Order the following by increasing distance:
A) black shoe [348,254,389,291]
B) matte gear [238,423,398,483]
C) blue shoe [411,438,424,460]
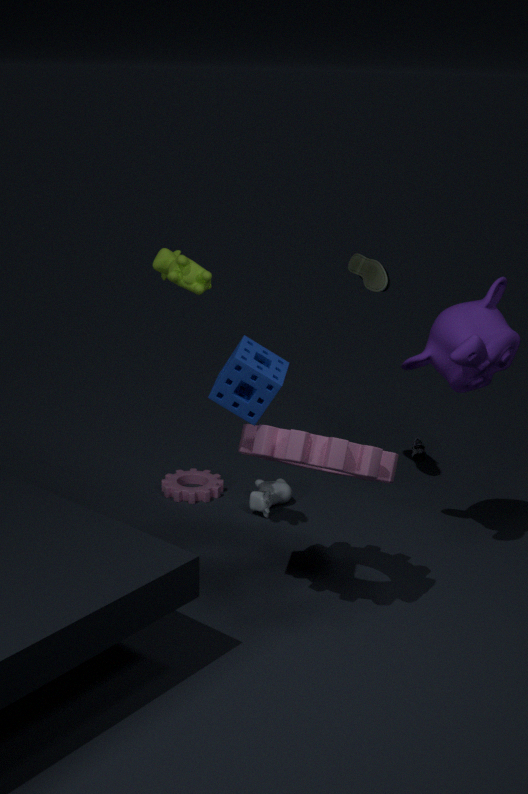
B. matte gear [238,423,398,483]
A. black shoe [348,254,389,291]
C. blue shoe [411,438,424,460]
